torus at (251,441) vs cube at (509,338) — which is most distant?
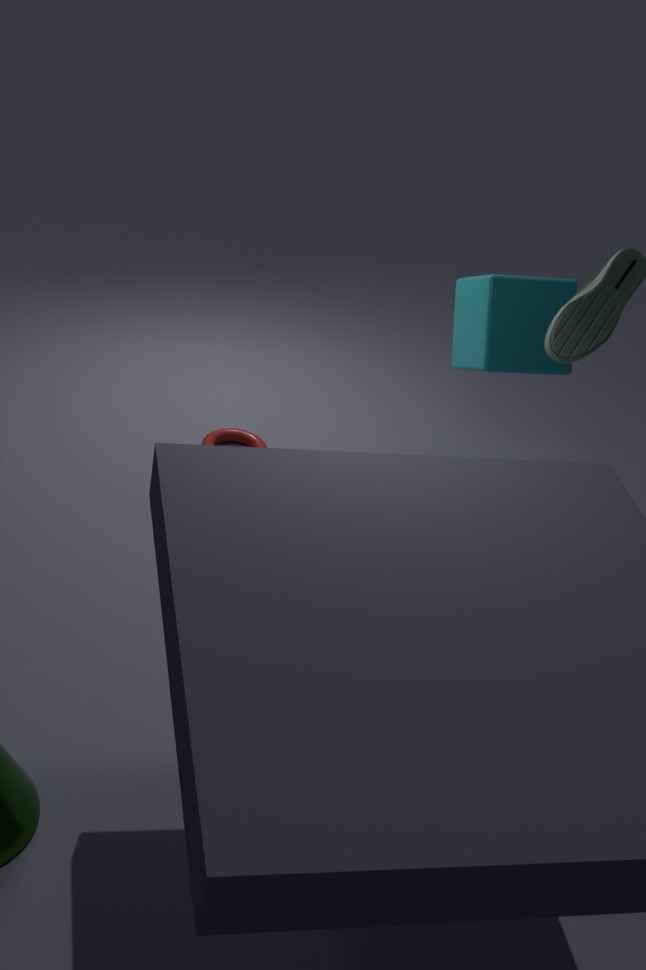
torus at (251,441)
